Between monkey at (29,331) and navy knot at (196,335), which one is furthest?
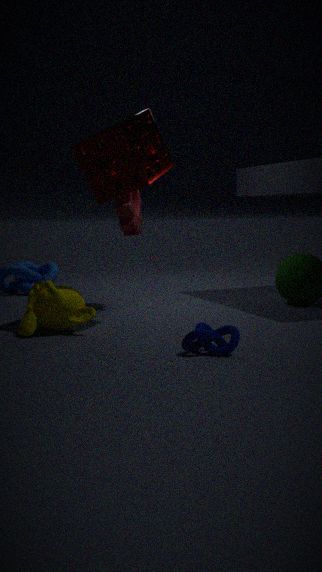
monkey at (29,331)
